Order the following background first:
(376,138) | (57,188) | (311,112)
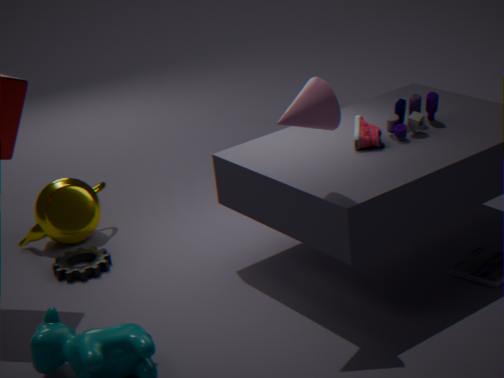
(57,188), (376,138), (311,112)
